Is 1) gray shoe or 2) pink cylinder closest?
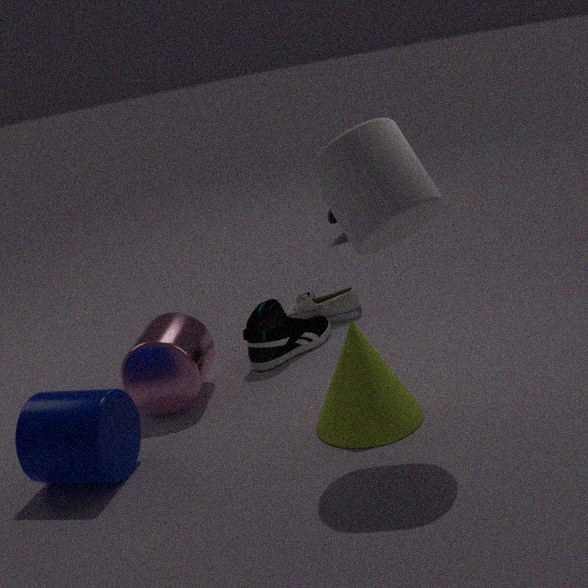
2. pink cylinder
